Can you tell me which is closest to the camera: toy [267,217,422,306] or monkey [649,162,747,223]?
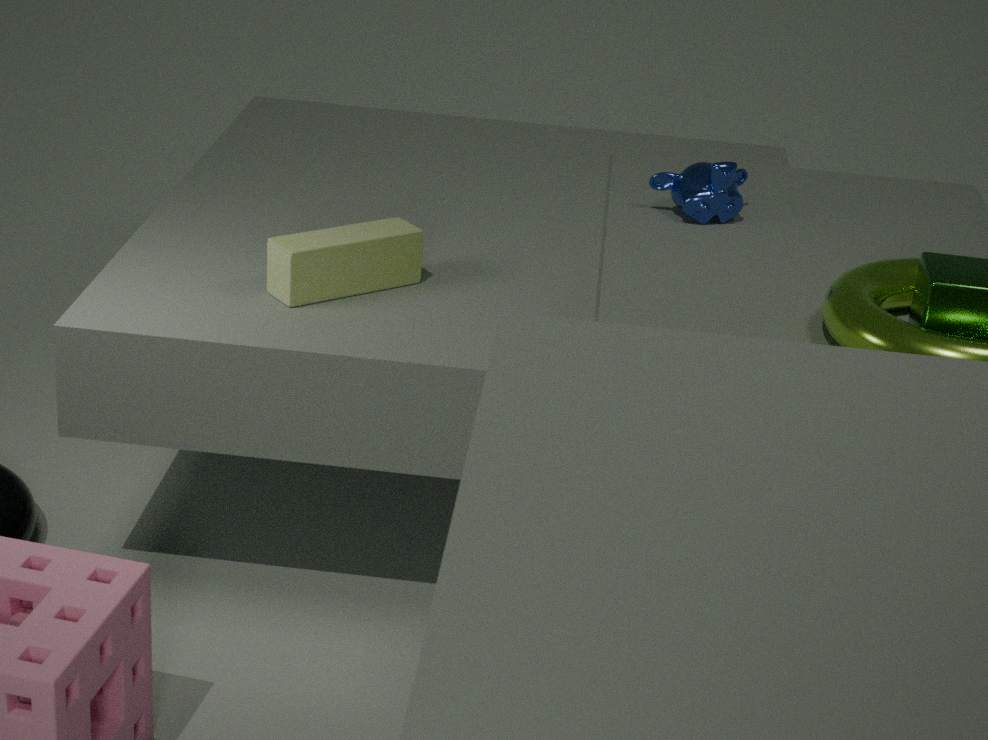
toy [267,217,422,306]
